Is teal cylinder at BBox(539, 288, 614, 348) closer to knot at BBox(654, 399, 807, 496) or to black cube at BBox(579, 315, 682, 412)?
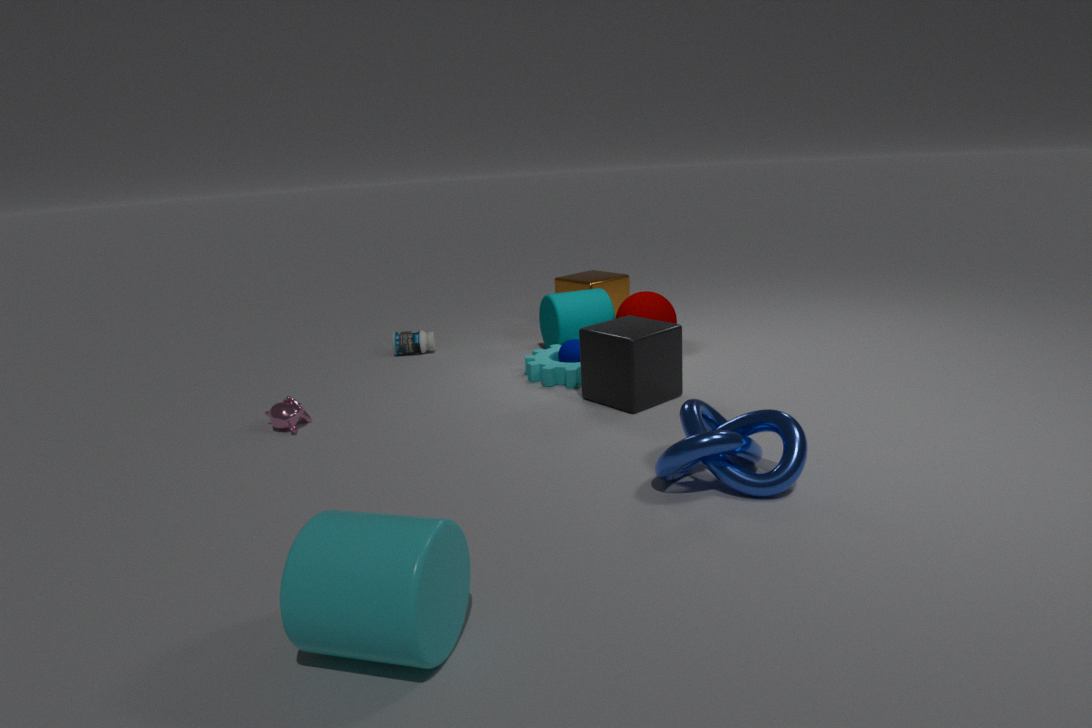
black cube at BBox(579, 315, 682, 412)
